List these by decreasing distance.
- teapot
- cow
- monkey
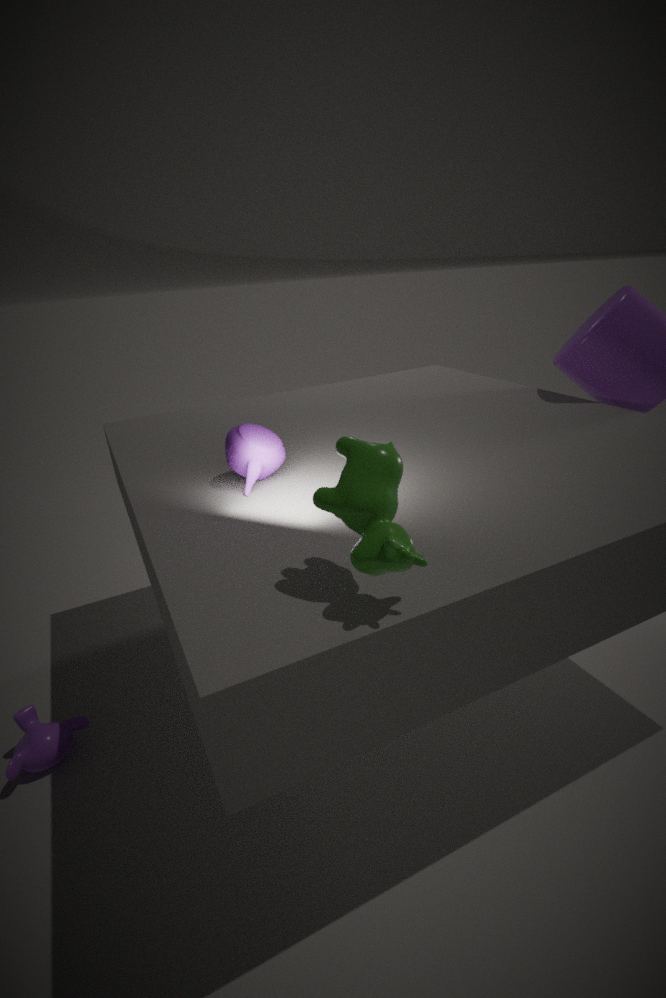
monkey → teapot → cow
